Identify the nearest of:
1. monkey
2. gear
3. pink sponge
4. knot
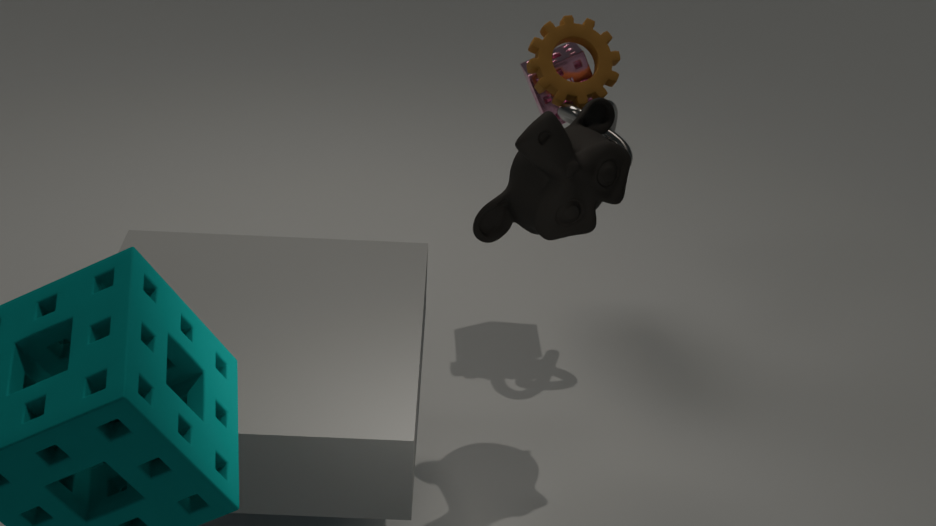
monkey
